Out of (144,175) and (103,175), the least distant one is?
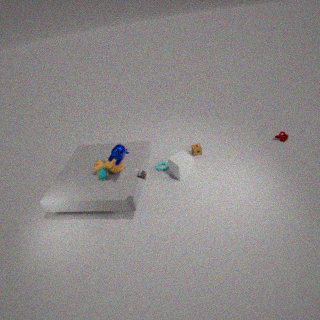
(144,175)
